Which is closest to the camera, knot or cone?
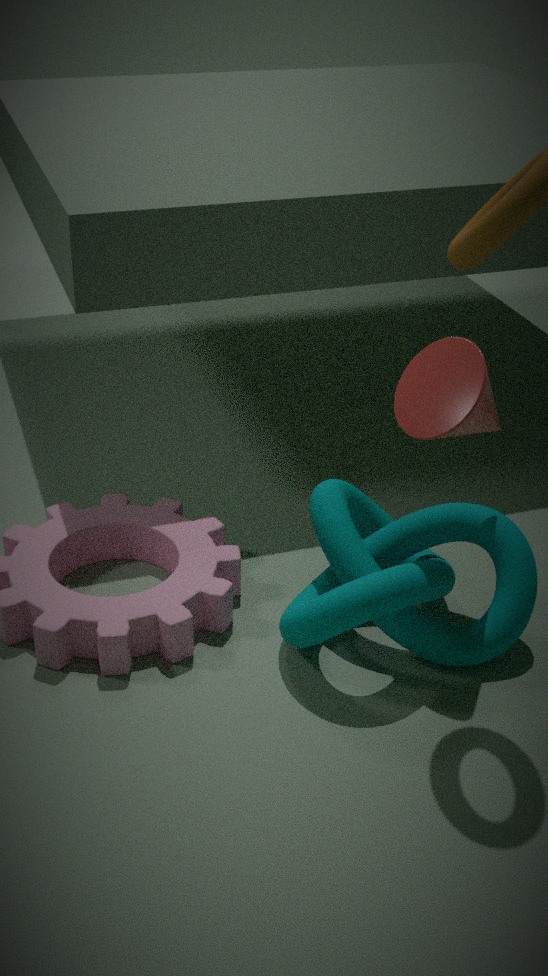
cone
